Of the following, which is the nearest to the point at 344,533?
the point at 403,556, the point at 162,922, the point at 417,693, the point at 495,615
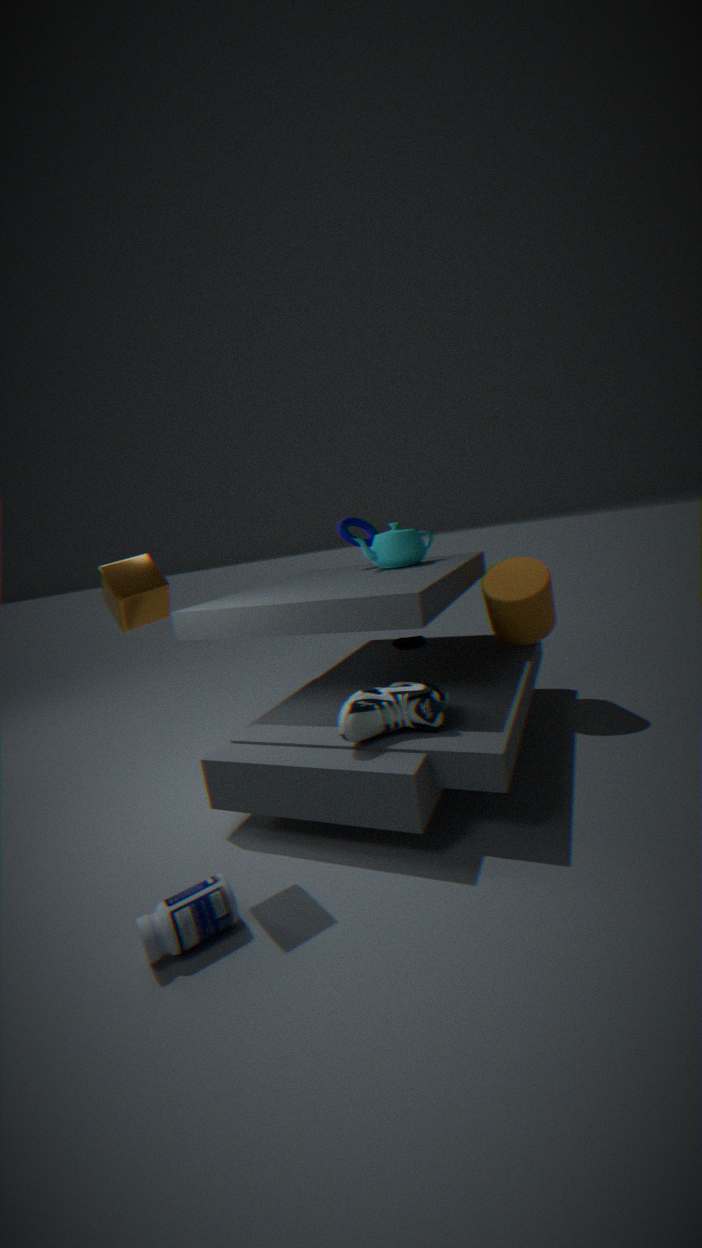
the point at 403,556
